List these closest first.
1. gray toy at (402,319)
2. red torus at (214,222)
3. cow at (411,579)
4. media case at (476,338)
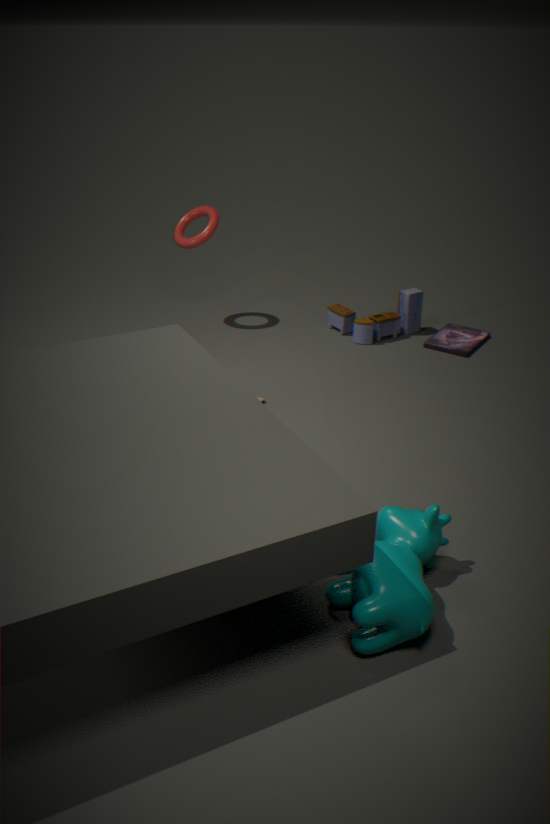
cow at (411,579) < media case at (476,338) < red torus at (214,222) < gray toy at (402,319)
